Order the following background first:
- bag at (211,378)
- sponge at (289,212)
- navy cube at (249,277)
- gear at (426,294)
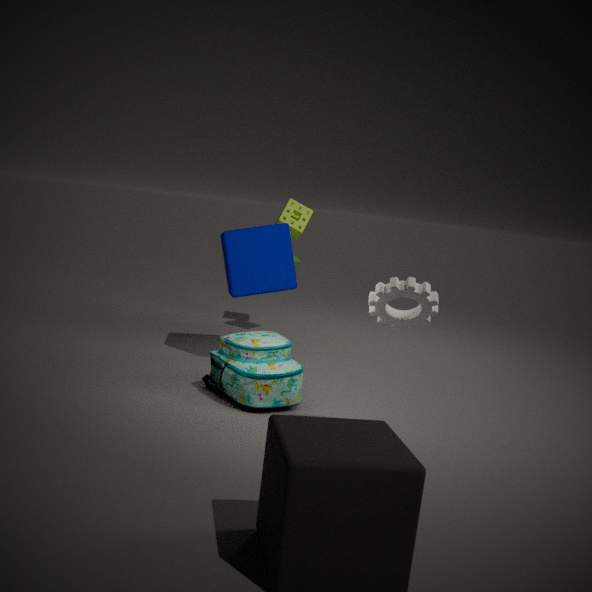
sponge at (289,212) → navy cube at (249,277) → bag at (211,378) → gear at (426,294)
